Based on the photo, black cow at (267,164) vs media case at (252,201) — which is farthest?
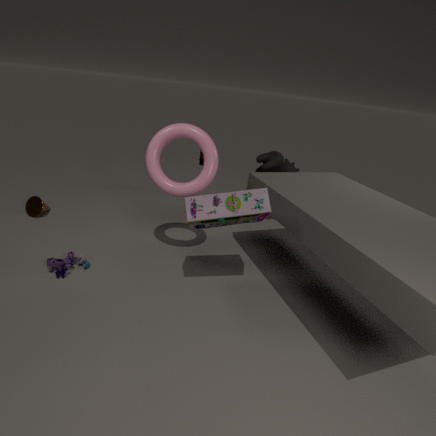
black cow at (267,164)
